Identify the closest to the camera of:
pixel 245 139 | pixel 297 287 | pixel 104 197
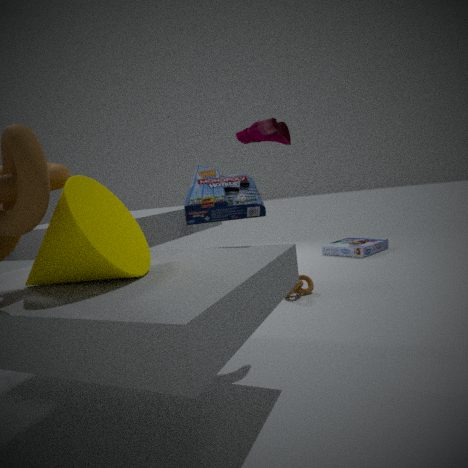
pixel 104 197
